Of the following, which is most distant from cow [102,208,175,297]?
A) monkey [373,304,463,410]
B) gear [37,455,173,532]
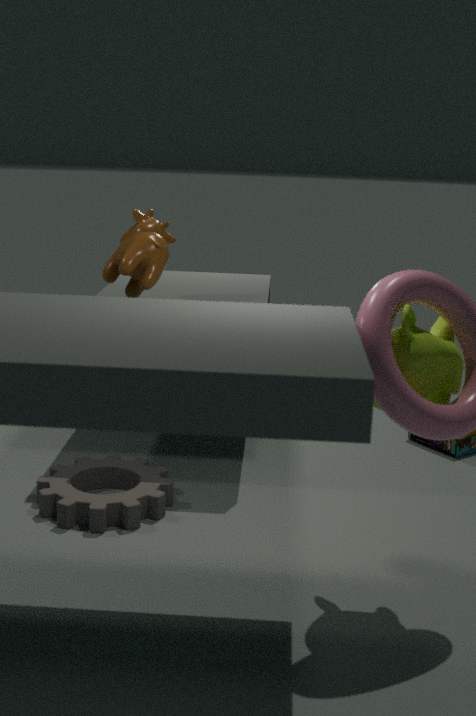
monkey [373,304,463,410]
